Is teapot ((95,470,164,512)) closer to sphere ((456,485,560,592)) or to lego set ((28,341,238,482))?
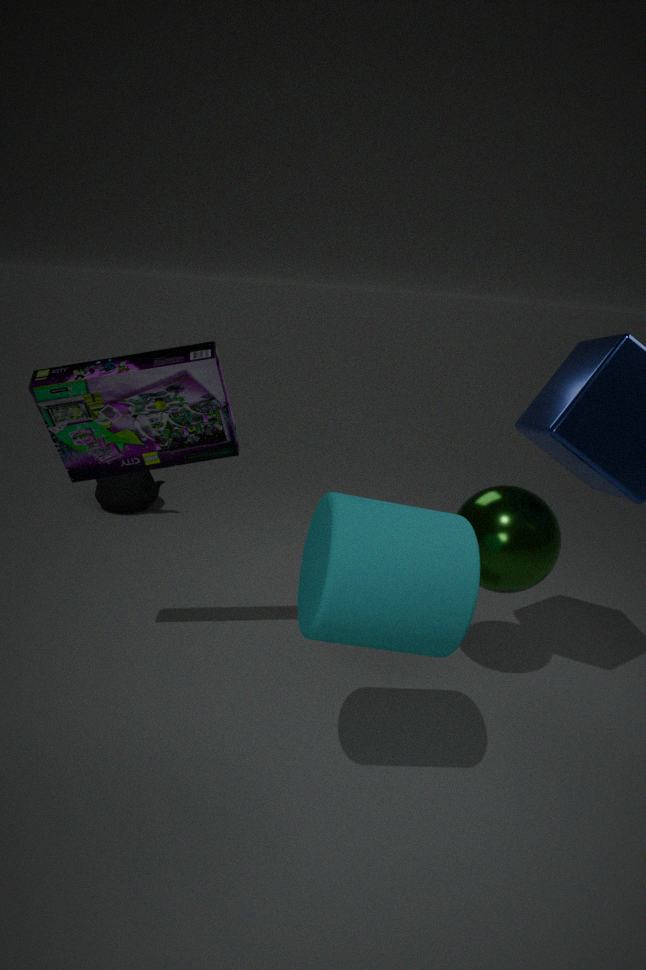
lego set ((28,341,238,482))
